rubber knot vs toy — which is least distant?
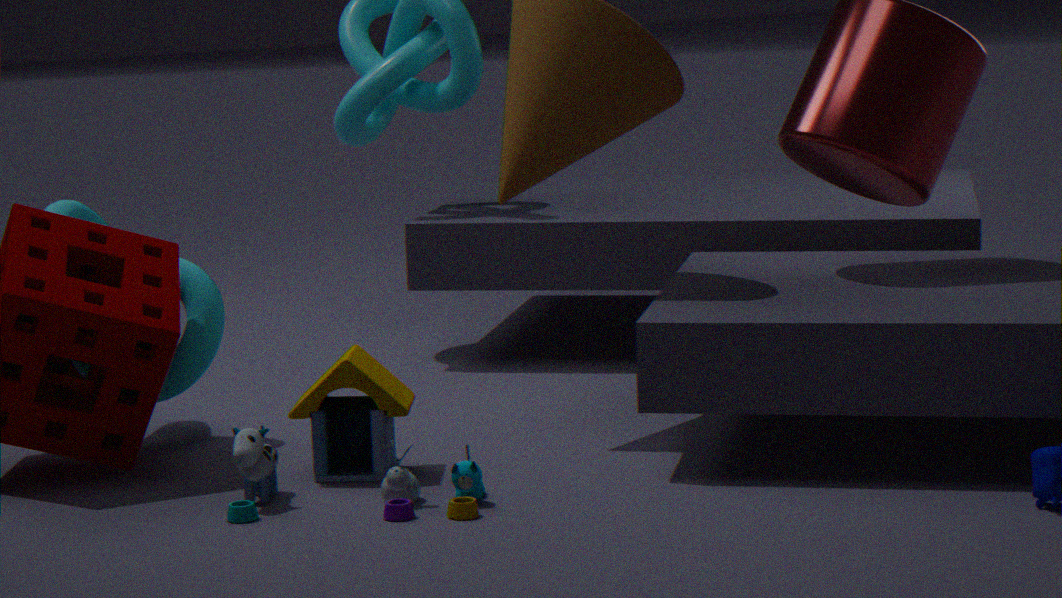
toy
